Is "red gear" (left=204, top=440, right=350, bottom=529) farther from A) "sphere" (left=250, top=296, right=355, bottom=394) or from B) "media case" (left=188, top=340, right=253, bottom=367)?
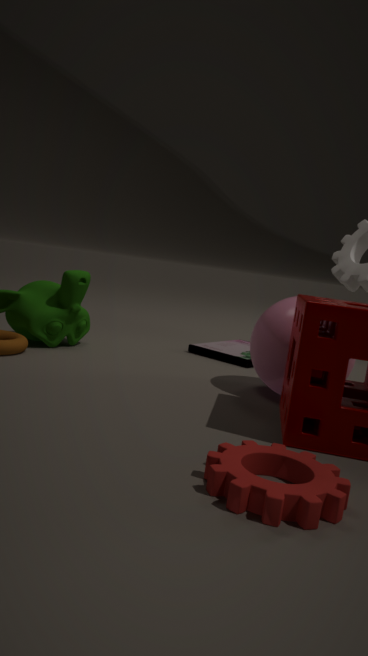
B) "media case" (left=188, top=340, right=253, bottom=367)
